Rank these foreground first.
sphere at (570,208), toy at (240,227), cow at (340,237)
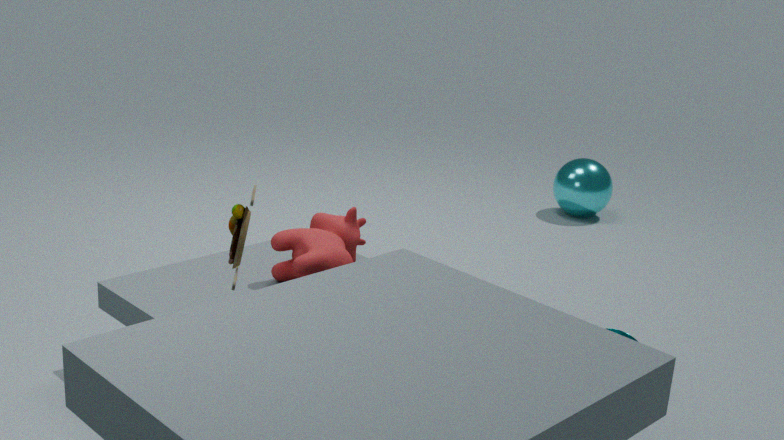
toy at (240,227), cow at (340,237), sphere at (570,208)
